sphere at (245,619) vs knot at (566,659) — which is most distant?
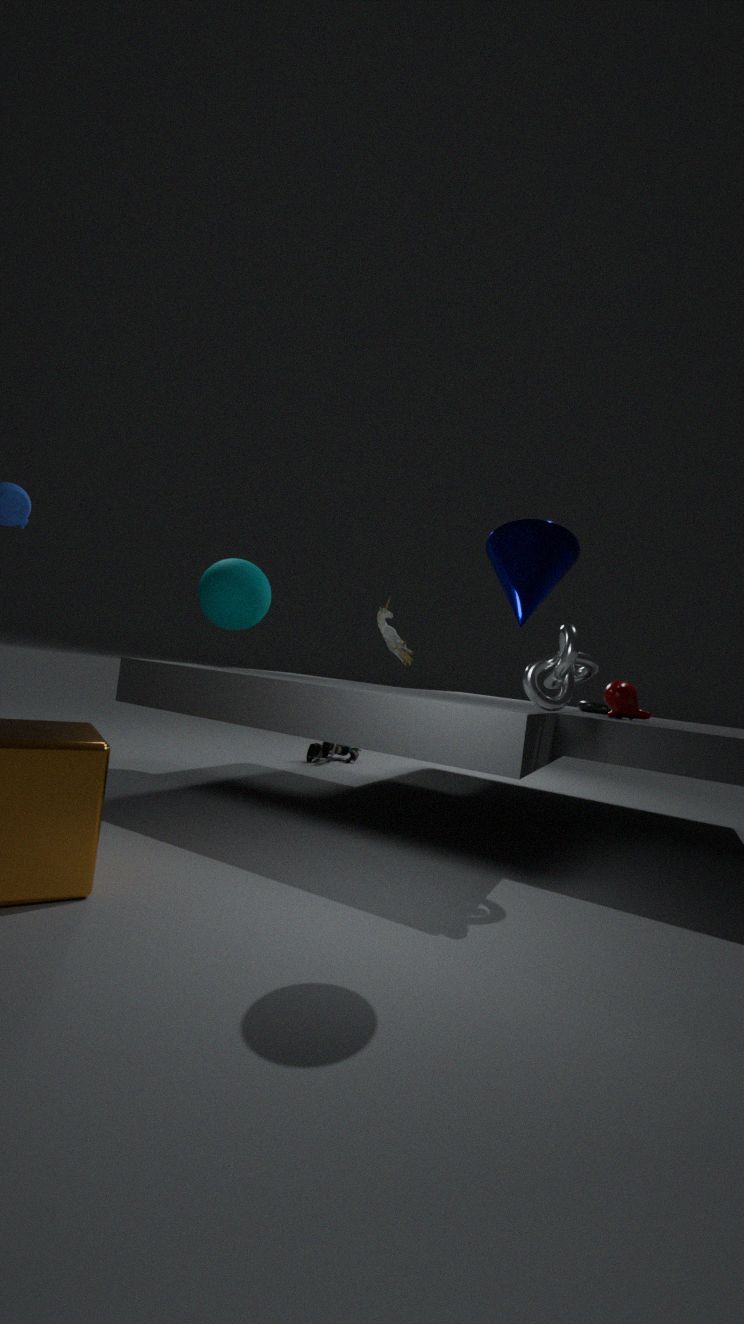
sphere at (245,619)
